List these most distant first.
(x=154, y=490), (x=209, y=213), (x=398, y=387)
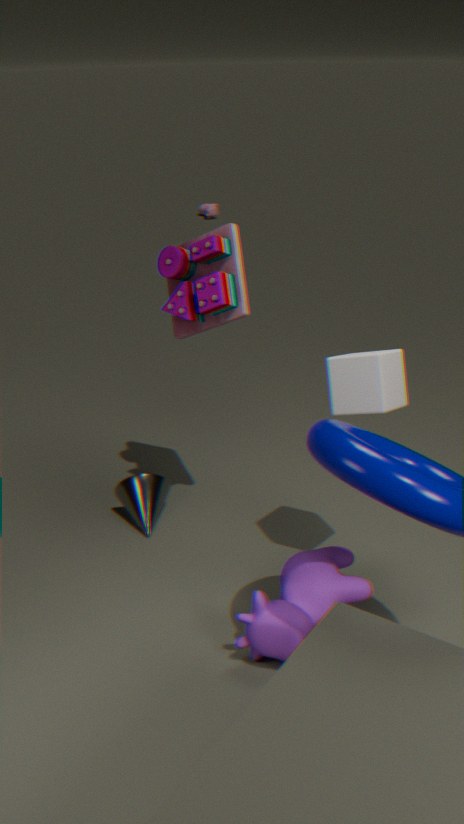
(x=209, y=213), (x=154, y=490), (x=398, y=387)
